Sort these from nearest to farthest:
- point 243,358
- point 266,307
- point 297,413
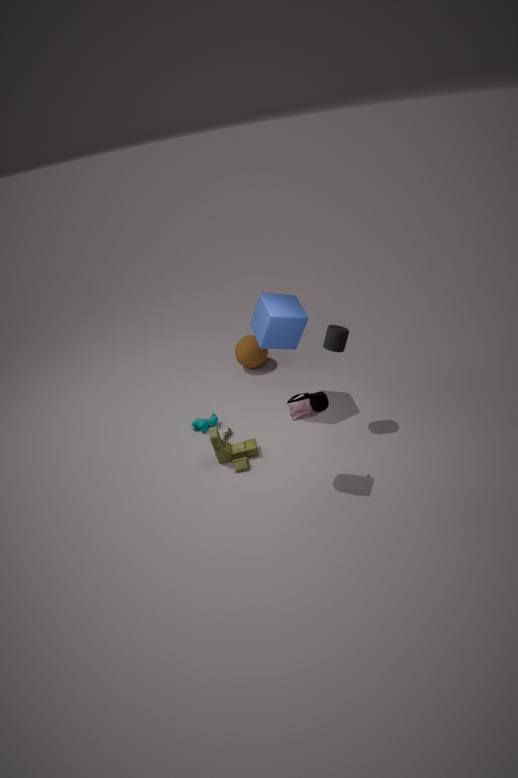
point 297,413 < point 266,307 < point 243,358
